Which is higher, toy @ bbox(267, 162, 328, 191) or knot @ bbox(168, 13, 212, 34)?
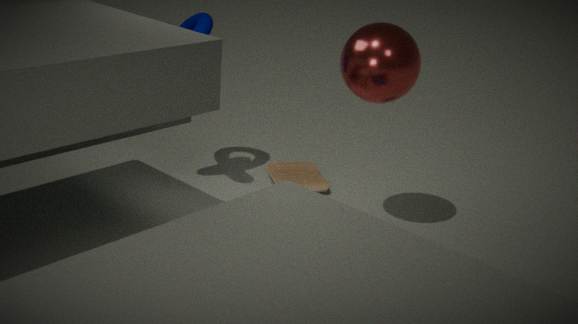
knot @ bbox(168, 13, 212, 34)
